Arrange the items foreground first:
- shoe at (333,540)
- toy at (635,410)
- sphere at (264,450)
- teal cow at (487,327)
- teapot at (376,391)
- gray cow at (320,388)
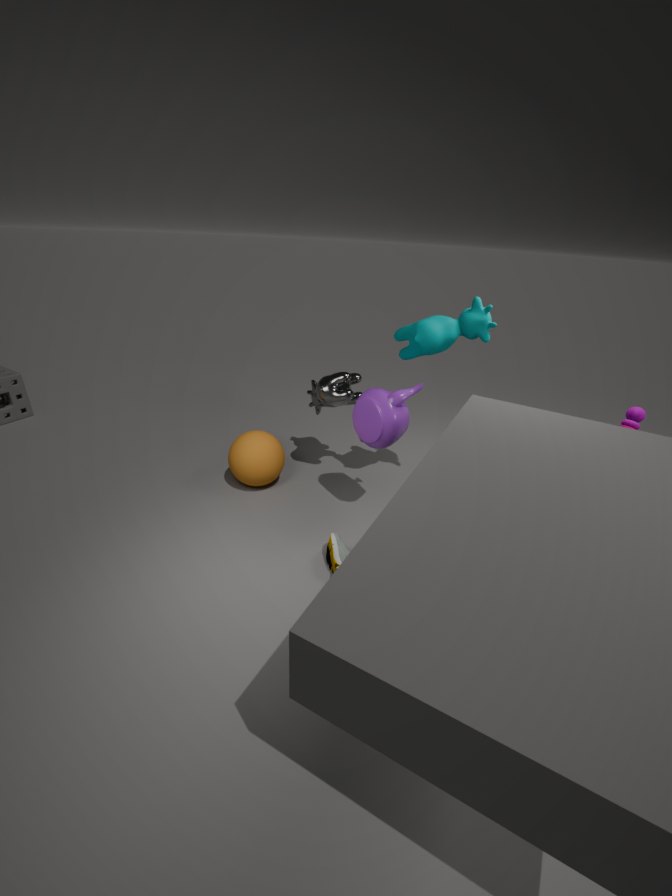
shoe at (333,540)
toy at (635,410)
teapot at (376,391)
teal cow at (487,327)
gray cow at (320,388)
sphere at (264,450)
